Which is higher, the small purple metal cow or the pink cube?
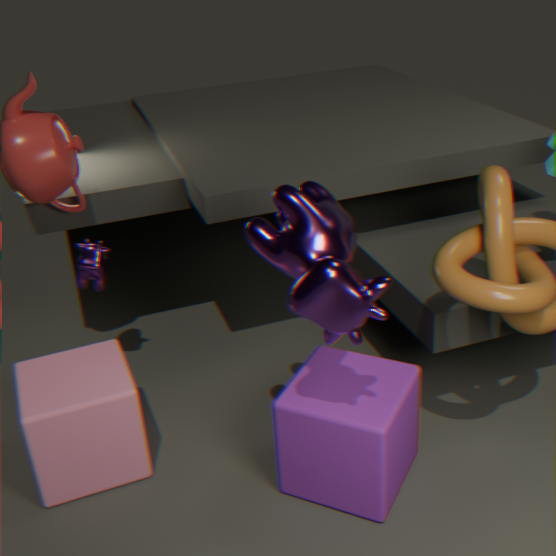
the small purple metal cow
